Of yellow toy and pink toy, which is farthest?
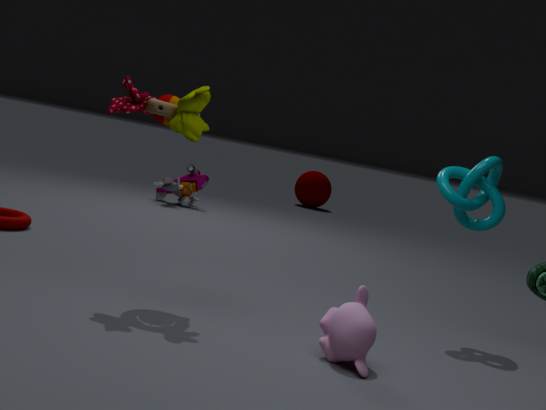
pink toy
